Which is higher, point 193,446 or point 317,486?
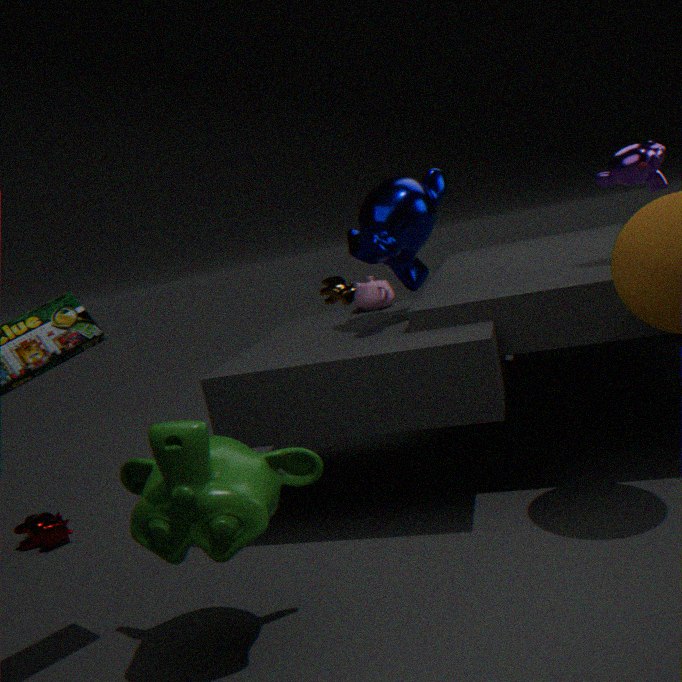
point 193,446
